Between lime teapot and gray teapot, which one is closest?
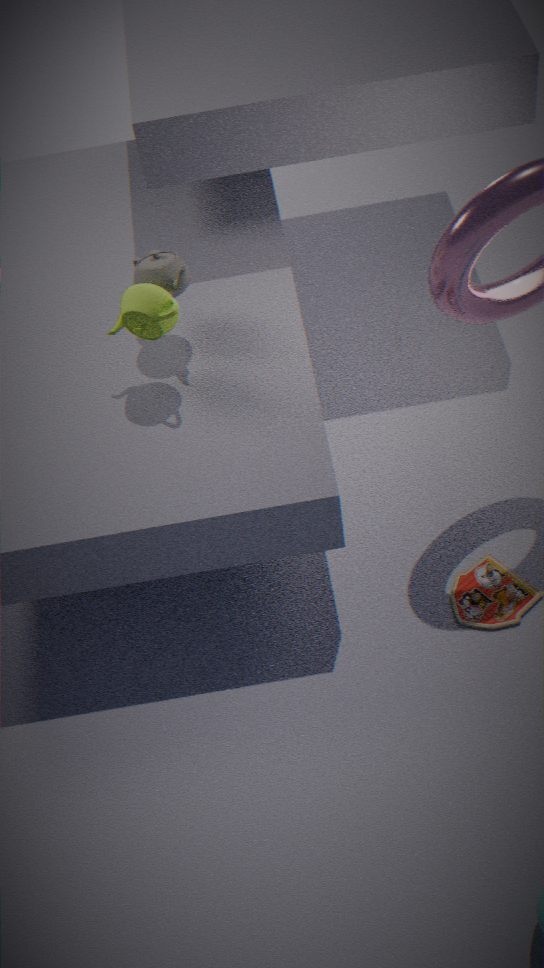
lime teapot
